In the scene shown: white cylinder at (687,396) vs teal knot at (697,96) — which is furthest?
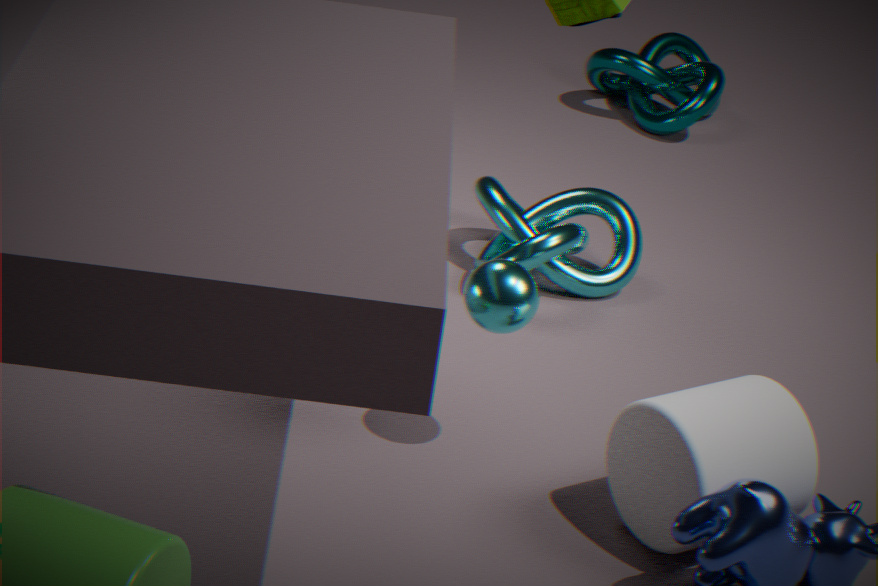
teal knot at (697,96)
